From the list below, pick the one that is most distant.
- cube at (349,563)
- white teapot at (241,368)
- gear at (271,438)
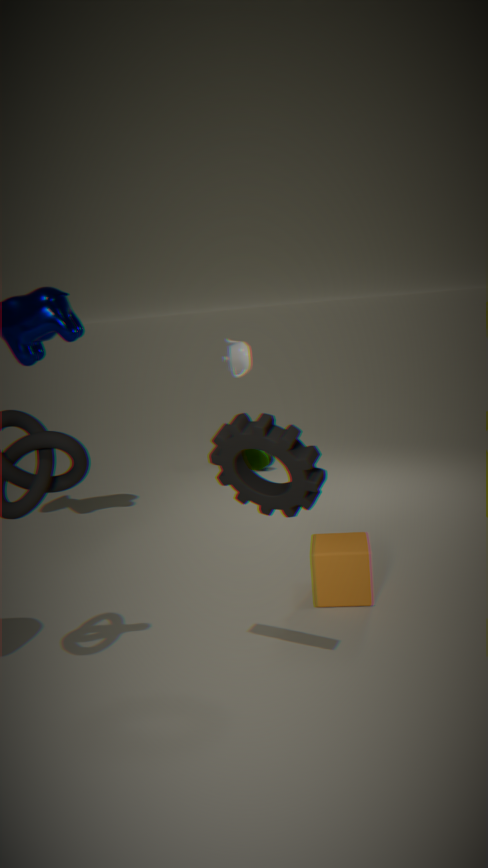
white teapot at (241,368)
